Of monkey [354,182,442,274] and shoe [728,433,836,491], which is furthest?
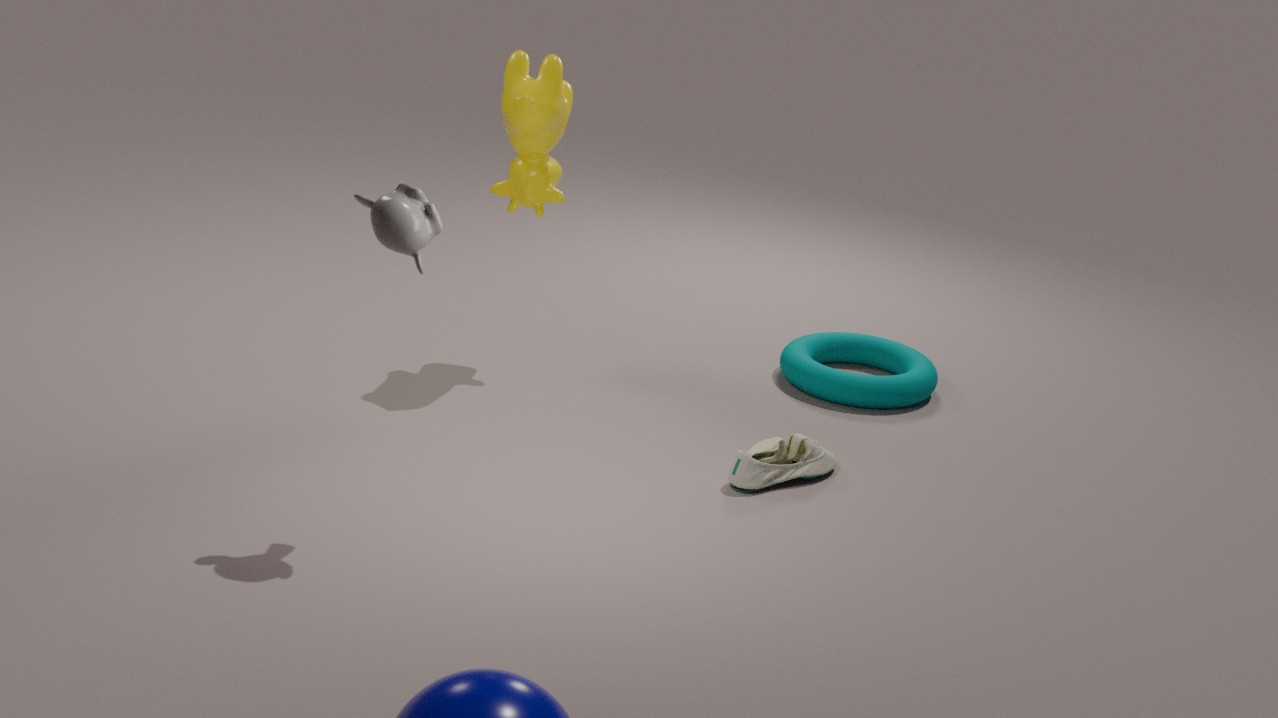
shoe [728,433,836,491]
